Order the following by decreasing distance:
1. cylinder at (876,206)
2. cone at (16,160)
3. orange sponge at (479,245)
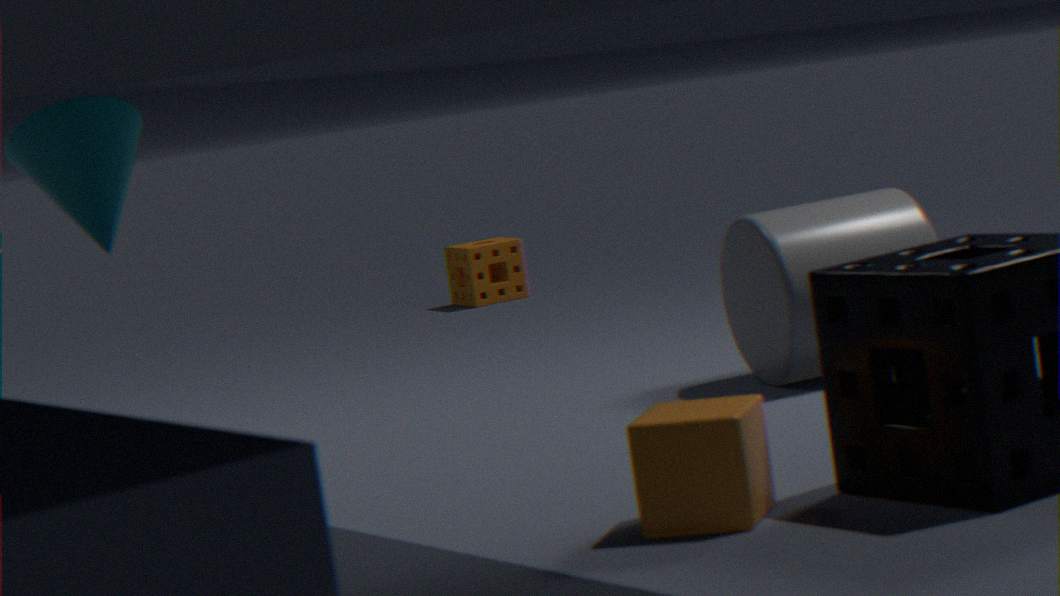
orange sponge at (479,245)
cylinder at (876,206)
cone at (16,160)
